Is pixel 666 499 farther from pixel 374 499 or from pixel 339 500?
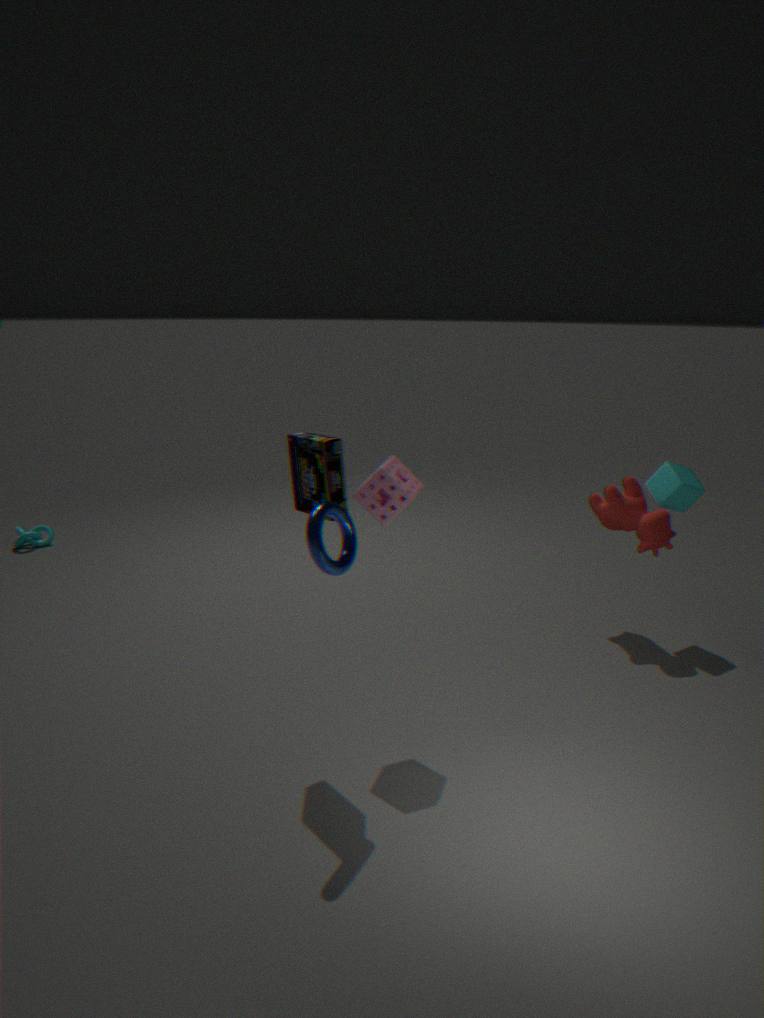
pixel 339 500
